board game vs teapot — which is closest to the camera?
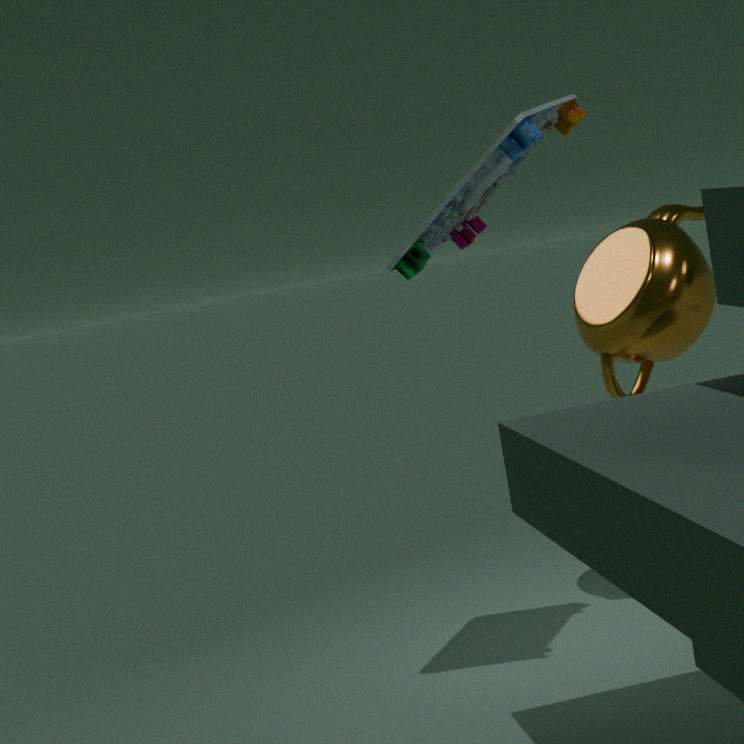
board game
